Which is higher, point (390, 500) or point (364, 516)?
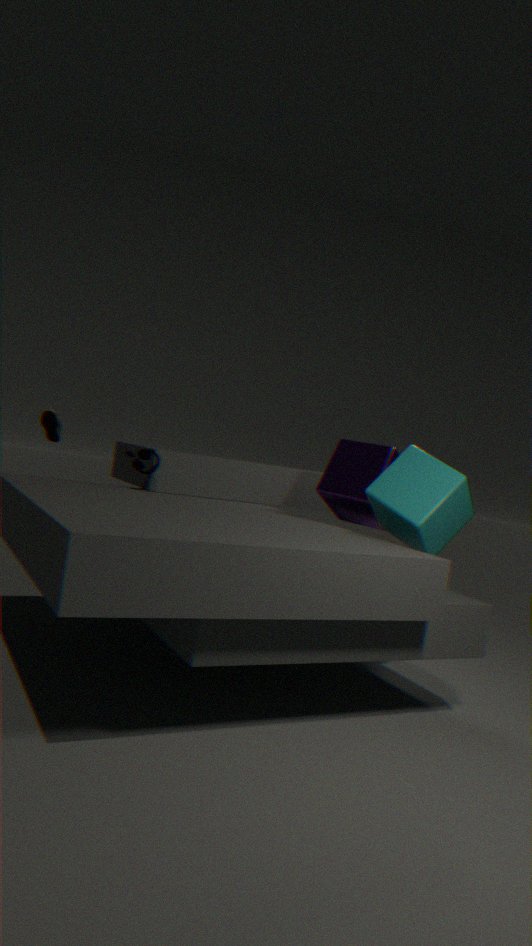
point (364, 516)
